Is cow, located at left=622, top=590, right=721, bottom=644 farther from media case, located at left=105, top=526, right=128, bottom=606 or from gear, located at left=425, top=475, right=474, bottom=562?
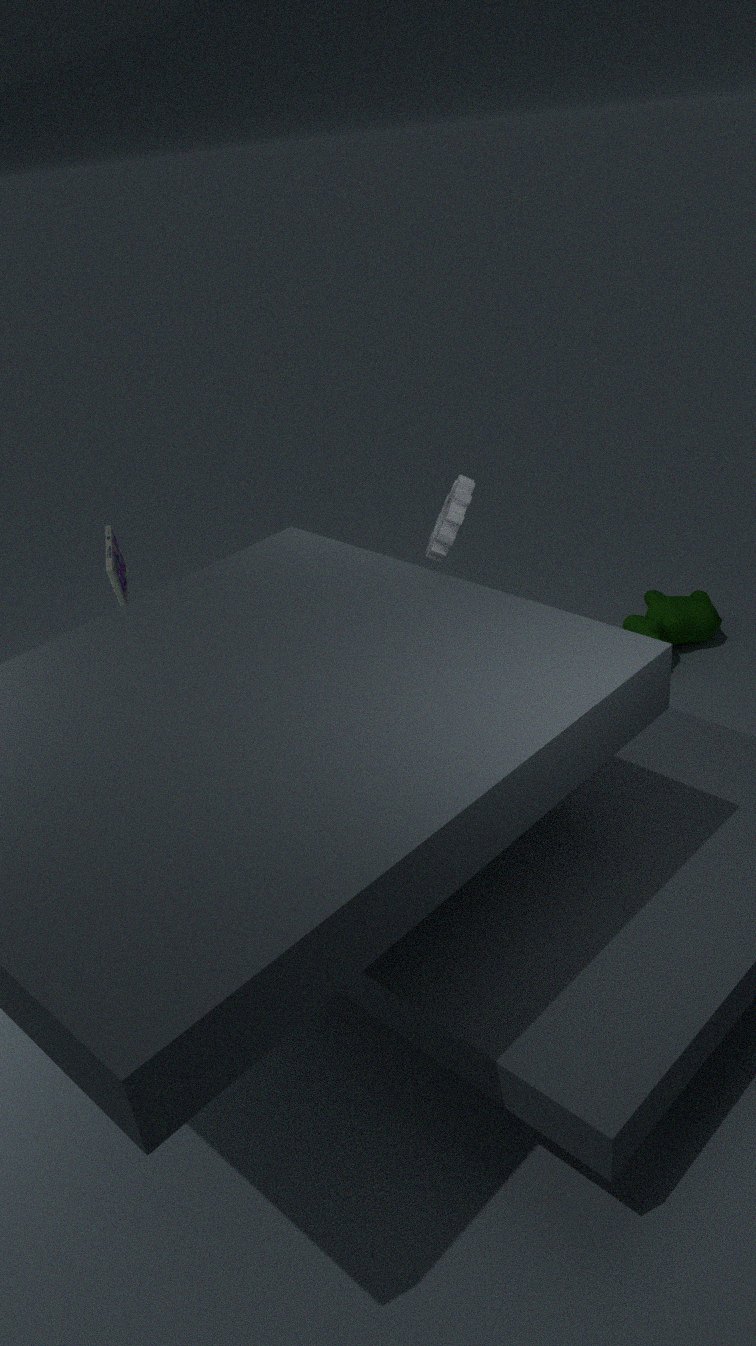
media case, located at left=105, top=526, right=128, bottom=606
